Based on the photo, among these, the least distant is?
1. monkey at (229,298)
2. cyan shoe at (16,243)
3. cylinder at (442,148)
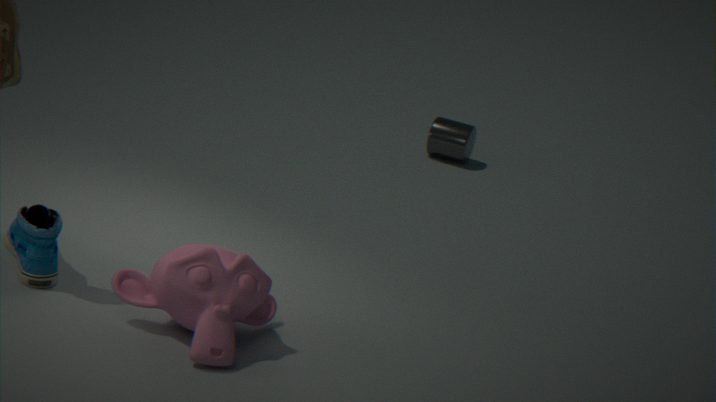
monkey at (229,298)
